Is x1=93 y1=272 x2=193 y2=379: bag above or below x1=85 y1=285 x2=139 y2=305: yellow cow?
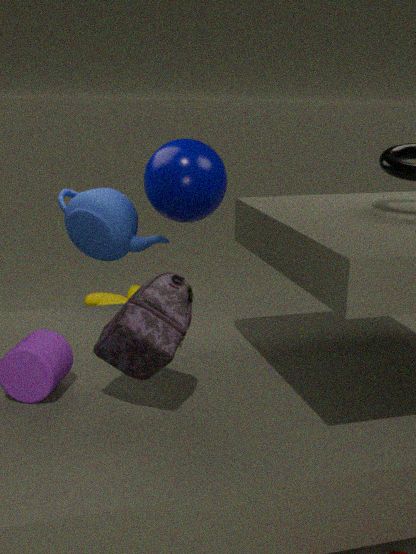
above
